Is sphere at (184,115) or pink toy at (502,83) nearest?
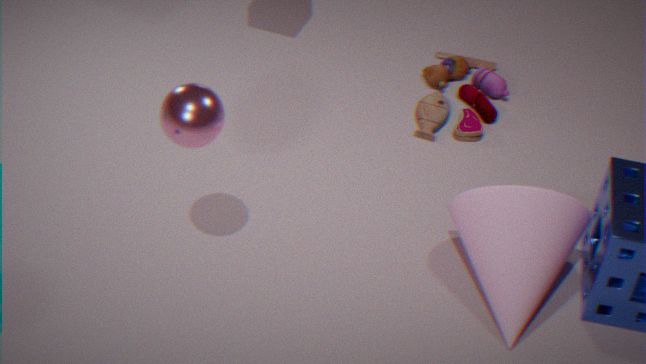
sphere at (184,115)
